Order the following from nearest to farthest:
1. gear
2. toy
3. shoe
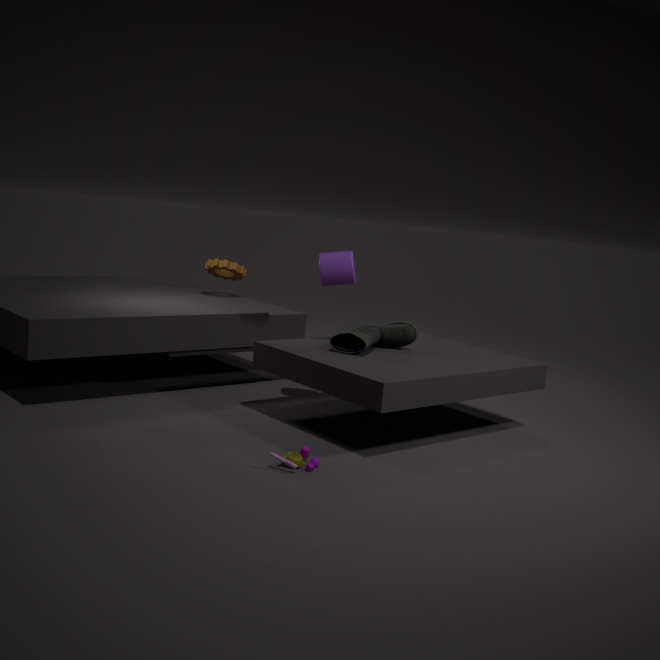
1. toy
2. shoe
3. gear
